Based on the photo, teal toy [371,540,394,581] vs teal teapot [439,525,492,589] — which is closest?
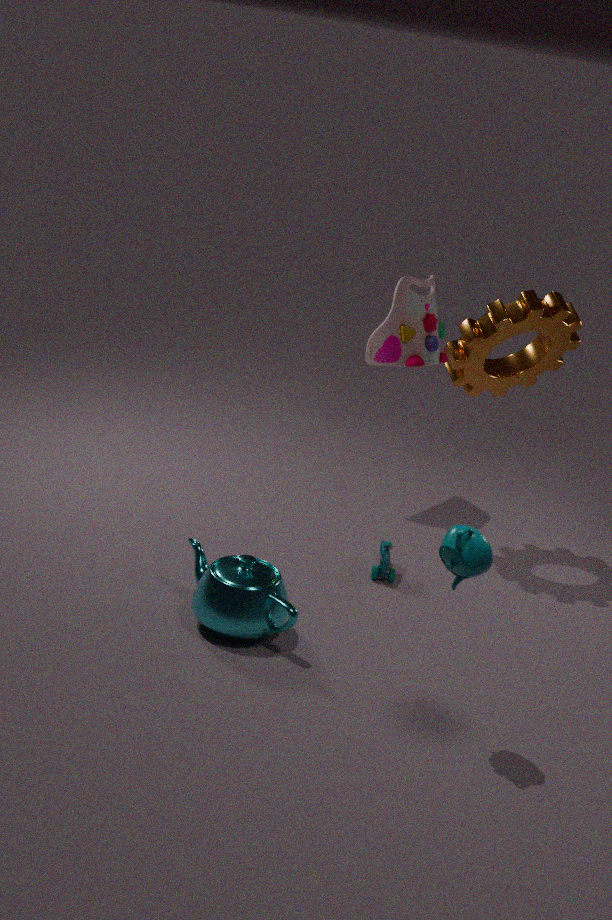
teal teapot [439,525,492,589]
